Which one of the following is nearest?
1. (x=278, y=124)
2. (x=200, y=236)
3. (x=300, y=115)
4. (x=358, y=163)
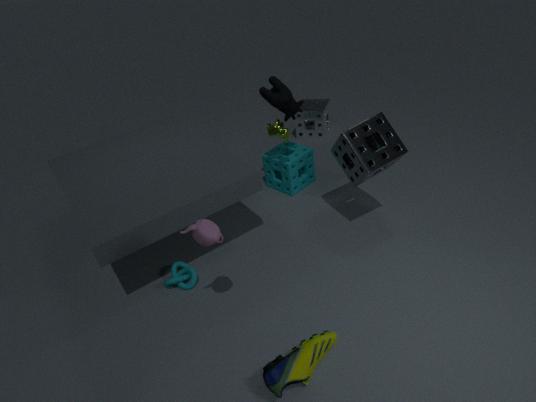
(x=200, y=236)
